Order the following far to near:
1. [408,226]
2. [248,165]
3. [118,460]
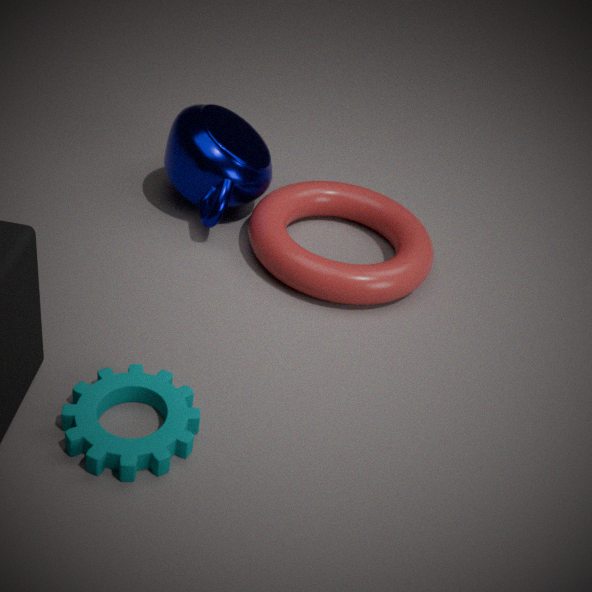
[408,226], [248,165], [118,460]
